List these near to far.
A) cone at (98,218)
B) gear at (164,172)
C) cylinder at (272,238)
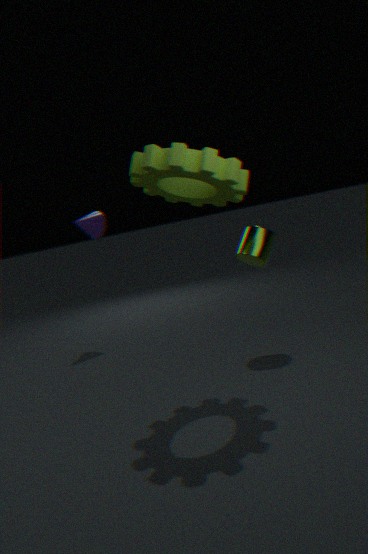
gear at (164,172) < cylinder at (272,238) < cone at (98,218)
